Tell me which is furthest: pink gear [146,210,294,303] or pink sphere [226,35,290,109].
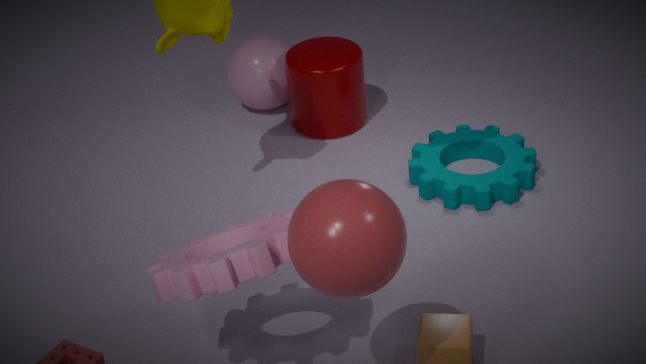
pink sphere [226,35,290,109]
